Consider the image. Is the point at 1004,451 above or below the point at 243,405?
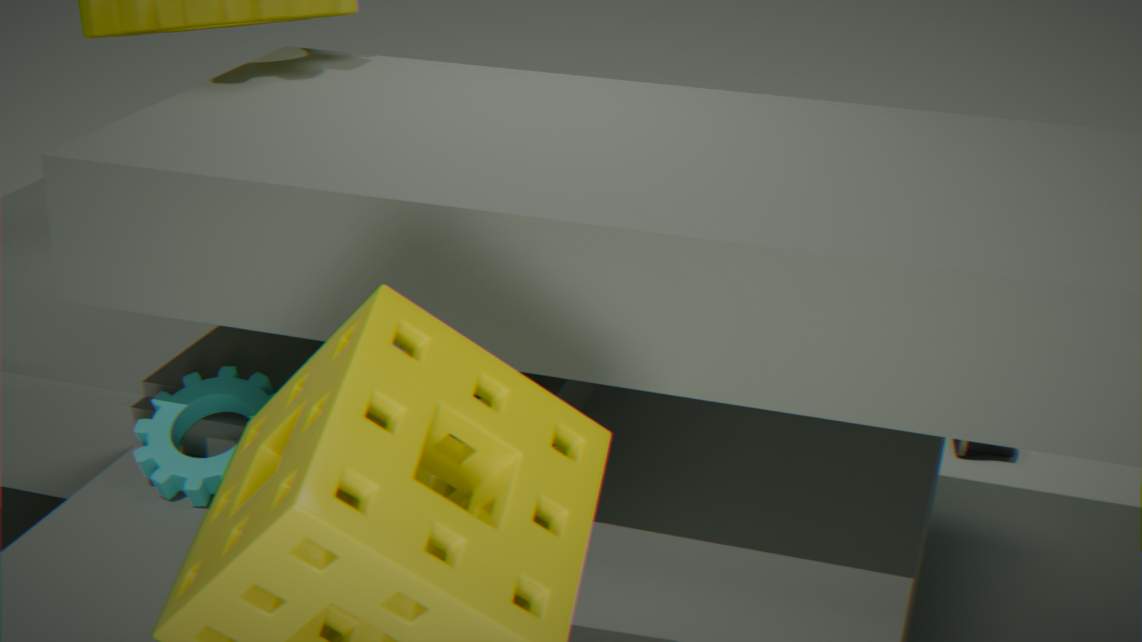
below
